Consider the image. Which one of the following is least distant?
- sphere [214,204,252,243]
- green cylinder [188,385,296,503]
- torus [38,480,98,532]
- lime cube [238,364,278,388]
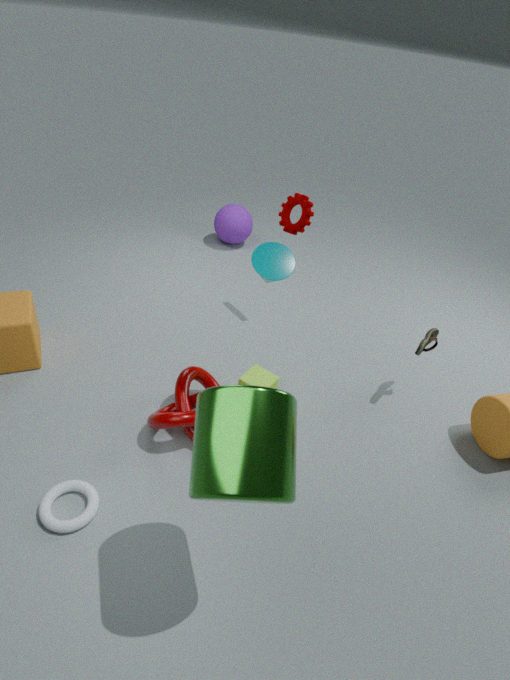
green cylinder [188,385,296,503]
